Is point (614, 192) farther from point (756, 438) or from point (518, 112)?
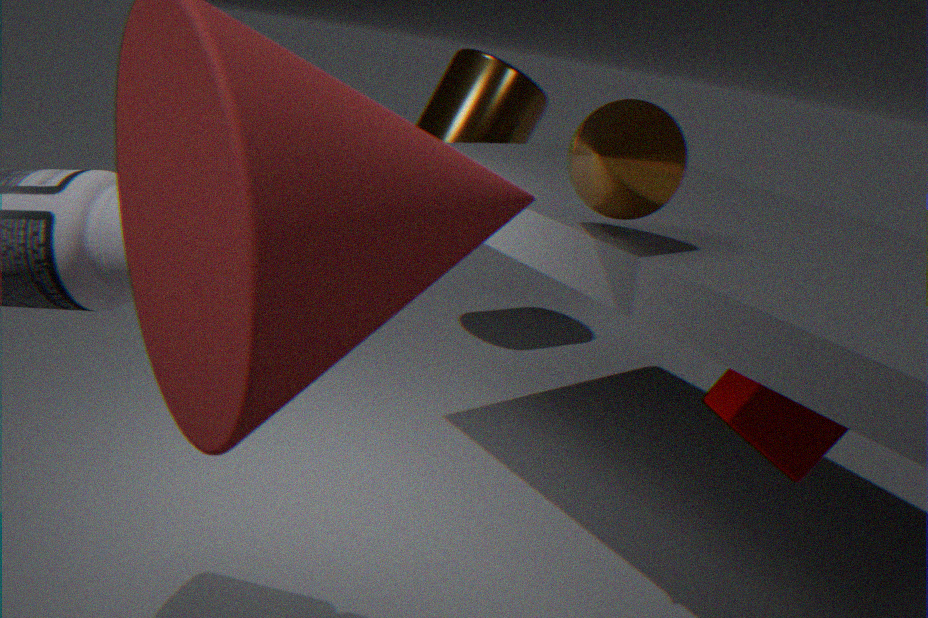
point (518, 112)
